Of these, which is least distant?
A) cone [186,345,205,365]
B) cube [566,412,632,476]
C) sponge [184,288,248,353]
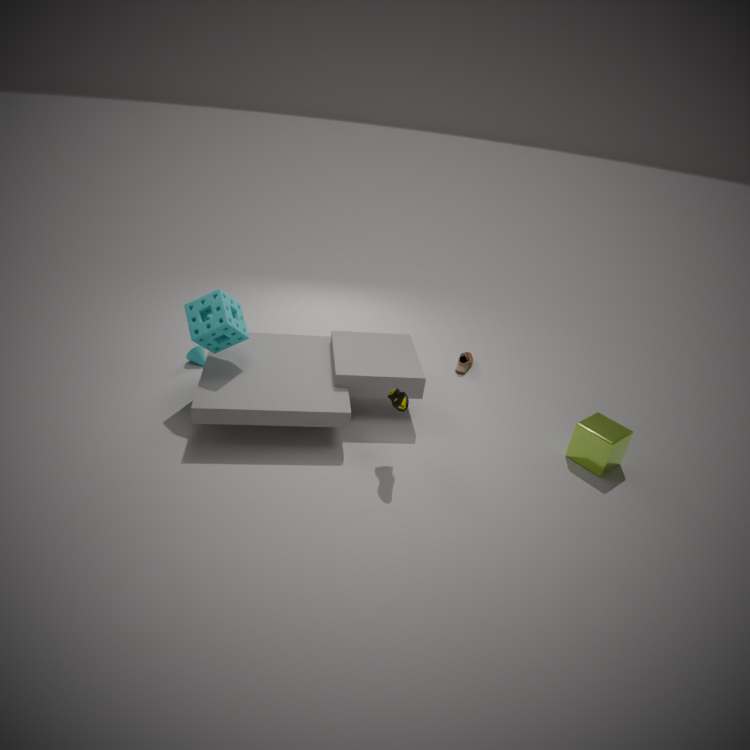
sponge [184,288,248,353]
